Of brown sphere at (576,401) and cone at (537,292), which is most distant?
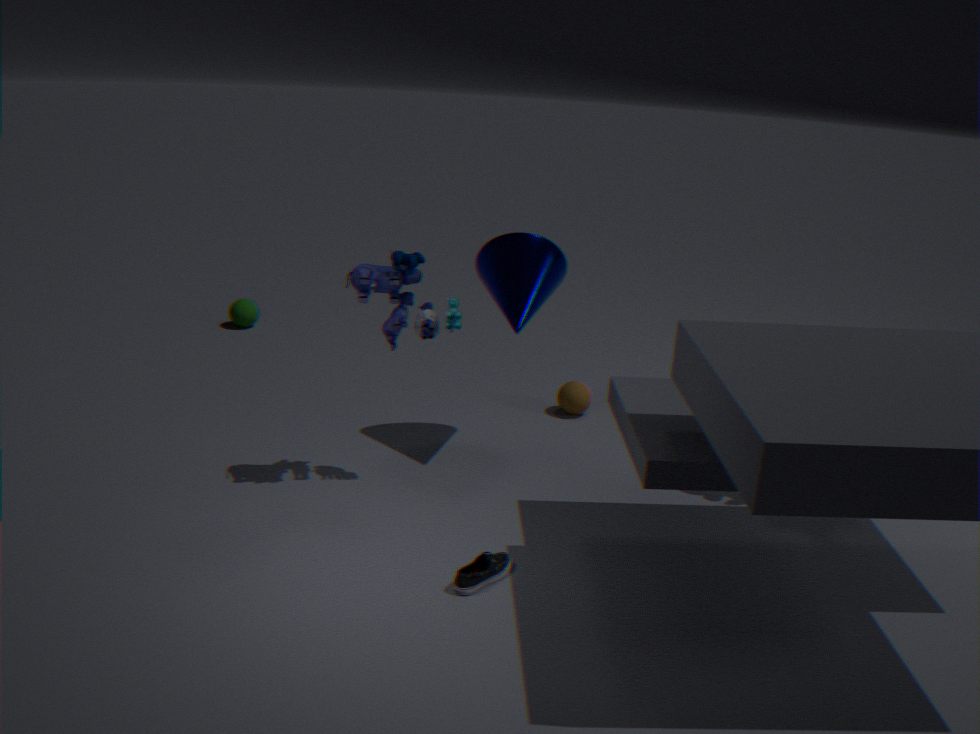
brown sphere at (576,401)
